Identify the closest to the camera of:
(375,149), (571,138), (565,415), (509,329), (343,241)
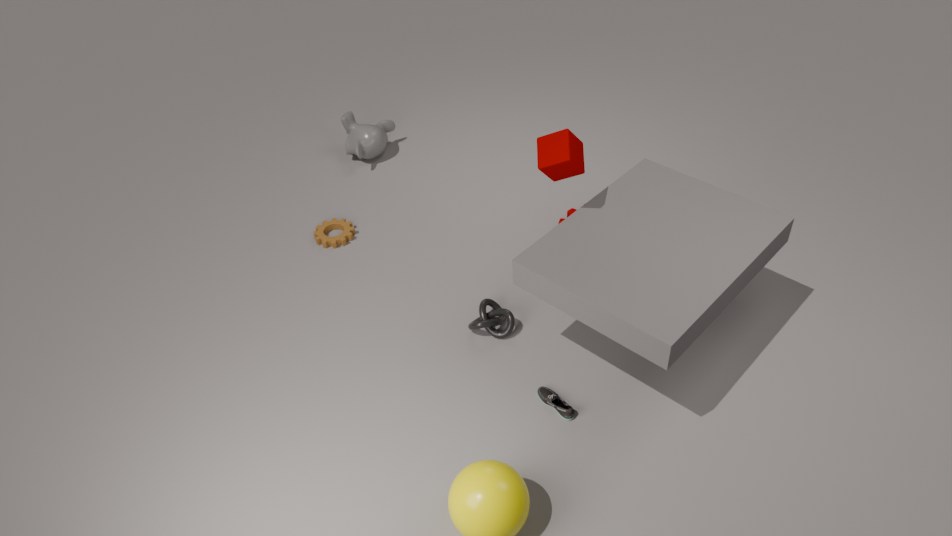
(571,138)
